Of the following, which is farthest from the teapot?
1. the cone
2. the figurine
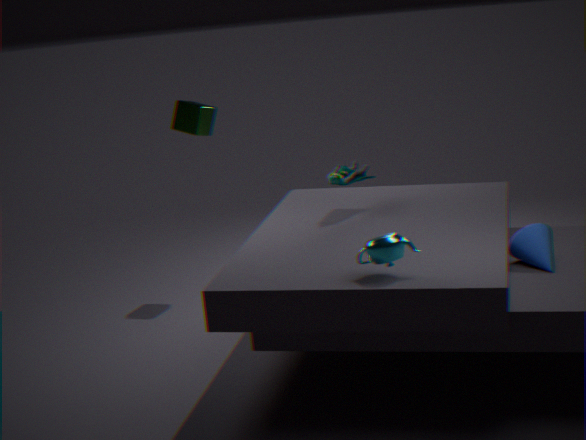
the figurine
